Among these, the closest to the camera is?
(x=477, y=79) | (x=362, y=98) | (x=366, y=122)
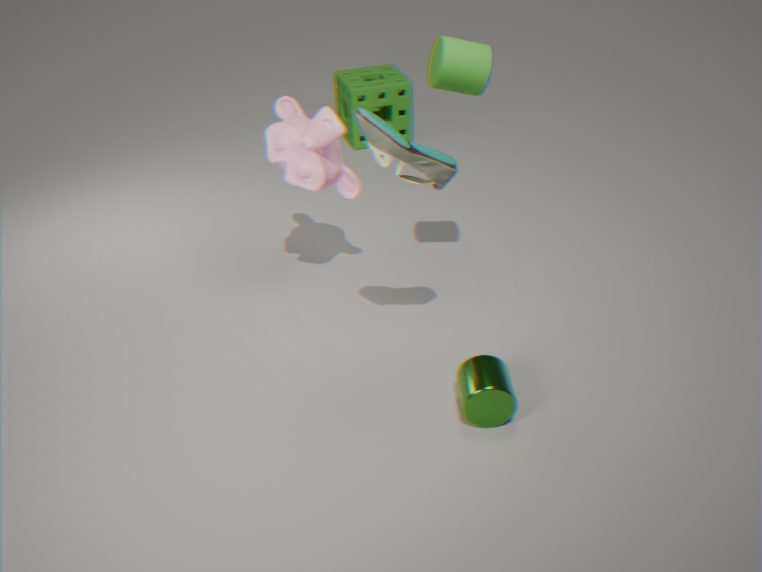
(x=366, y=122)
